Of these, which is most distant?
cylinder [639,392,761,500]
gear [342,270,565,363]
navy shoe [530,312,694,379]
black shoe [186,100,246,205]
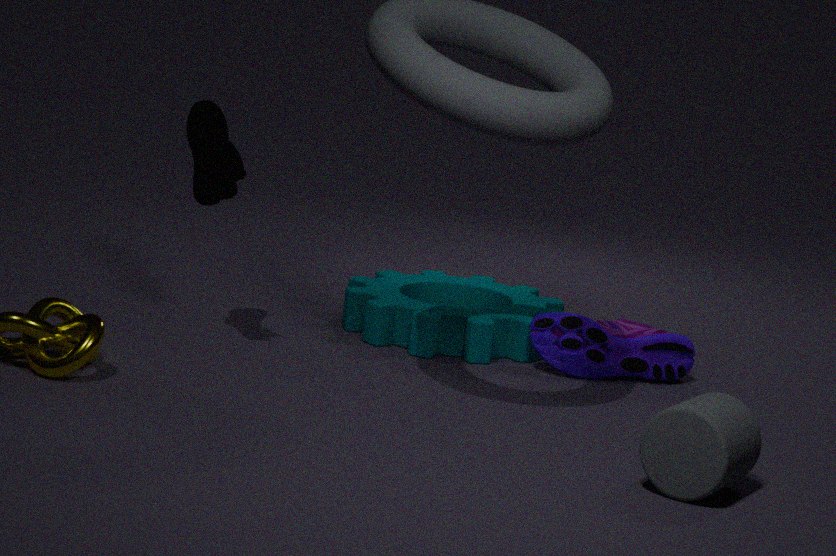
gear [342,270,565,363]
